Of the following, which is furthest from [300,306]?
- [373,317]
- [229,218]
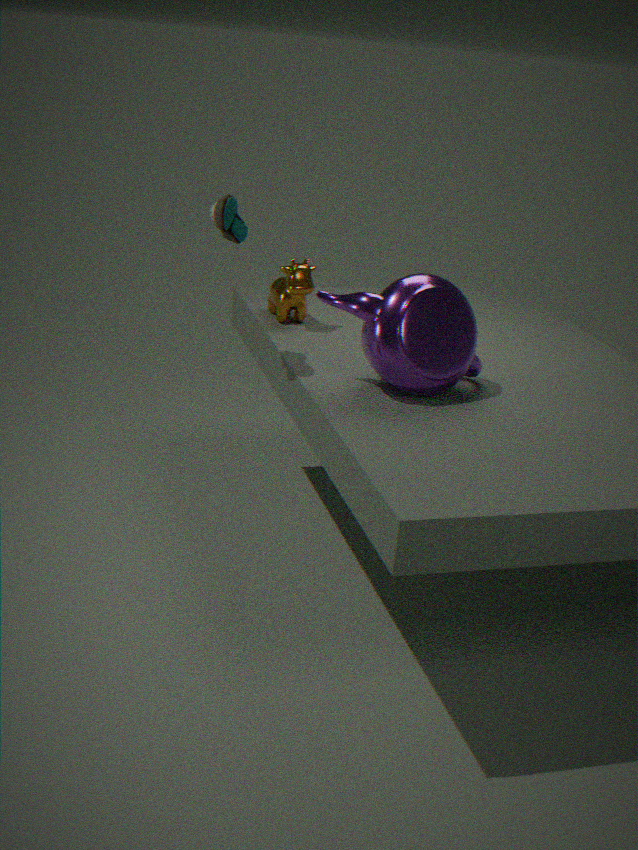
[373,317]
